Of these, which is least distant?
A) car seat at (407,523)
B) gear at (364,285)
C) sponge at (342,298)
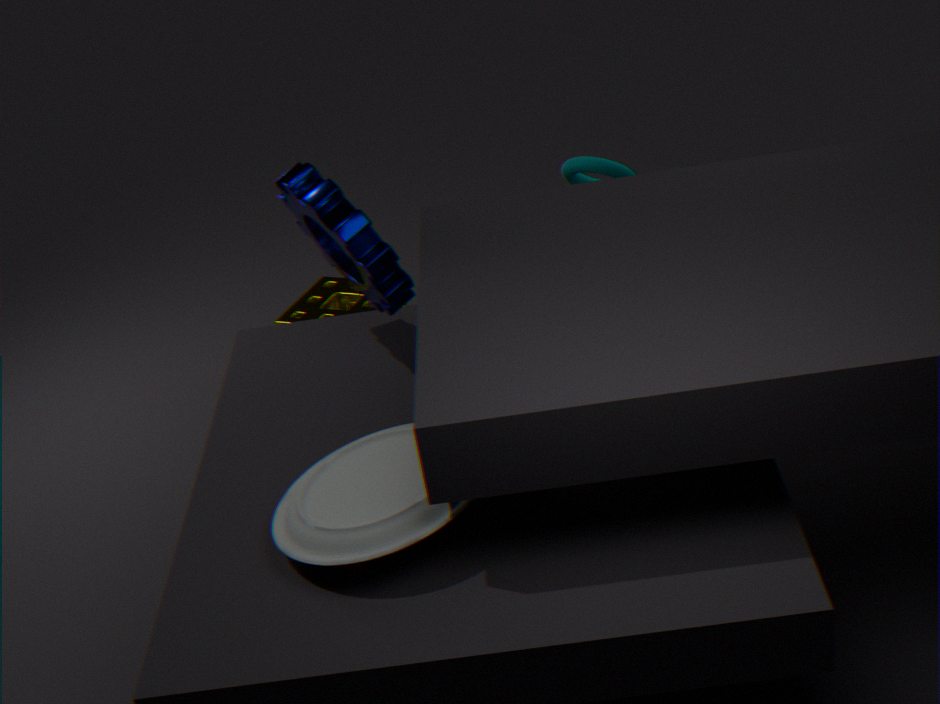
car seat at (407,523)
